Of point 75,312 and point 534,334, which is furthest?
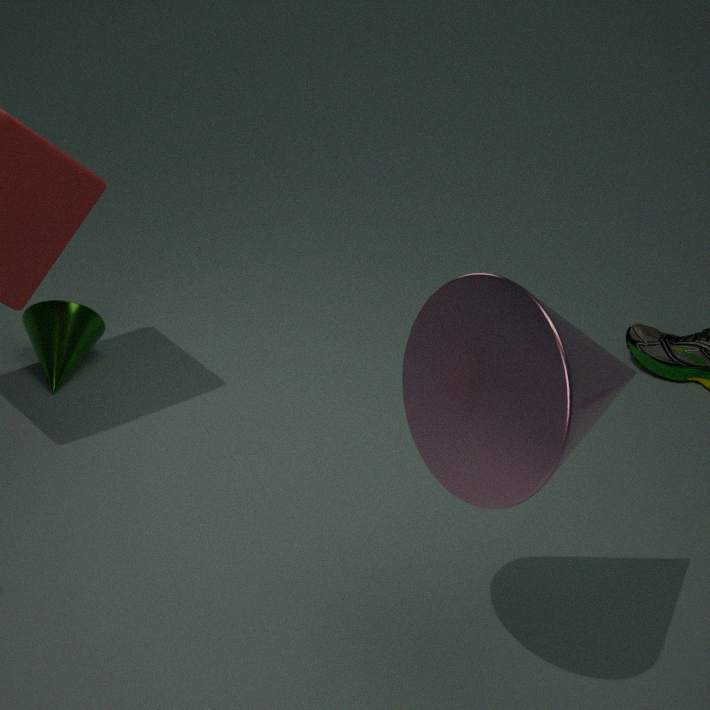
point 75,312
